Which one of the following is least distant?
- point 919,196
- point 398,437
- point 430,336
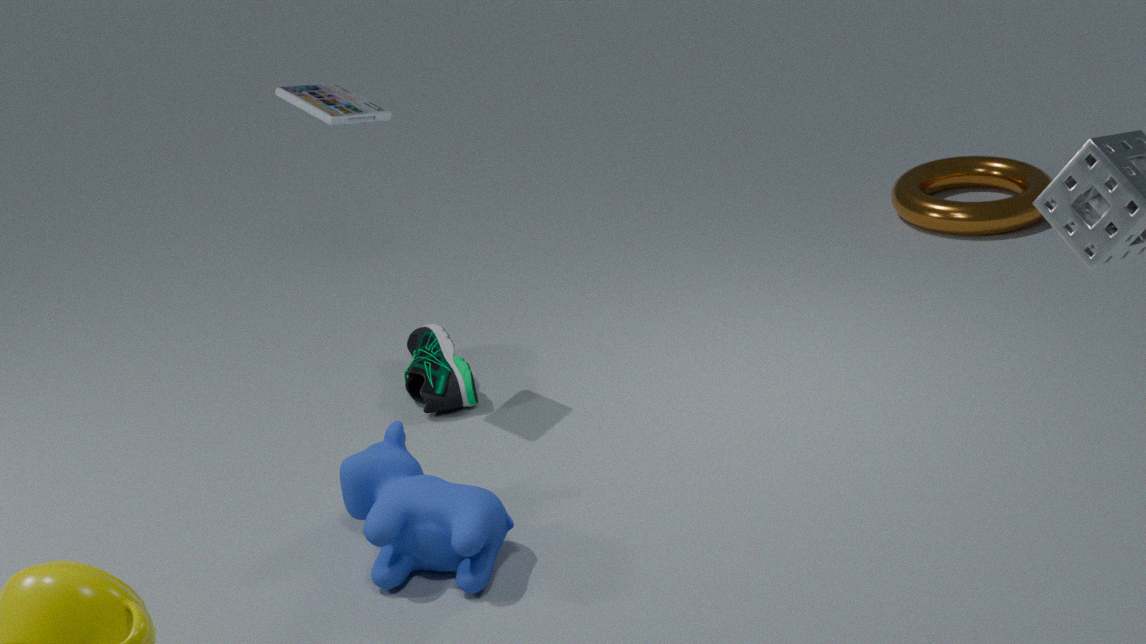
point 398,437
